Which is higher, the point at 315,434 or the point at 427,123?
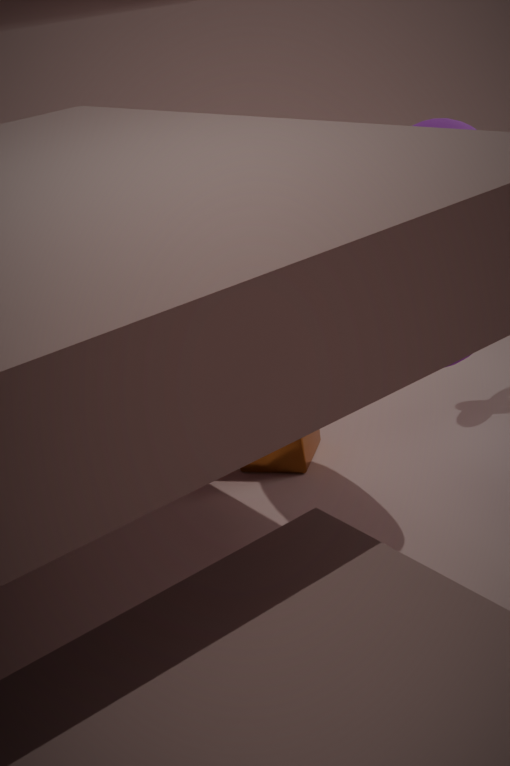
the point at 427,123
